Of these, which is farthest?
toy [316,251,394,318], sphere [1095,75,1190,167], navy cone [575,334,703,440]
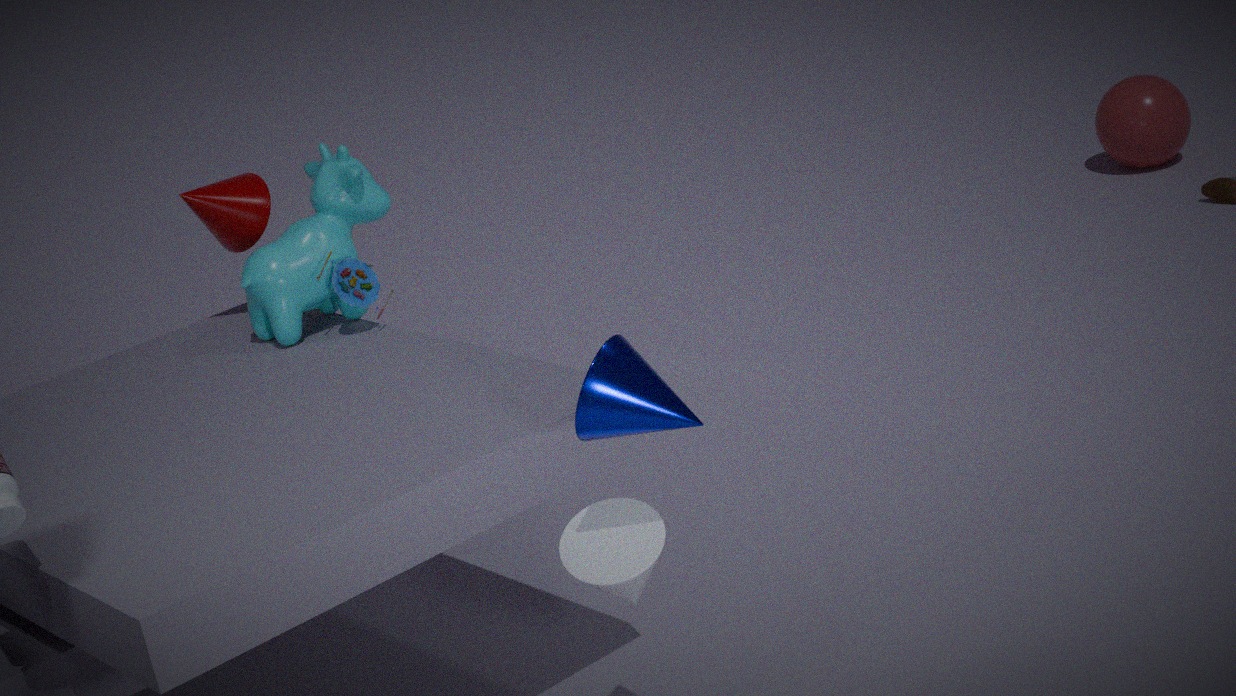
sphere [1095,75,1190,167]
